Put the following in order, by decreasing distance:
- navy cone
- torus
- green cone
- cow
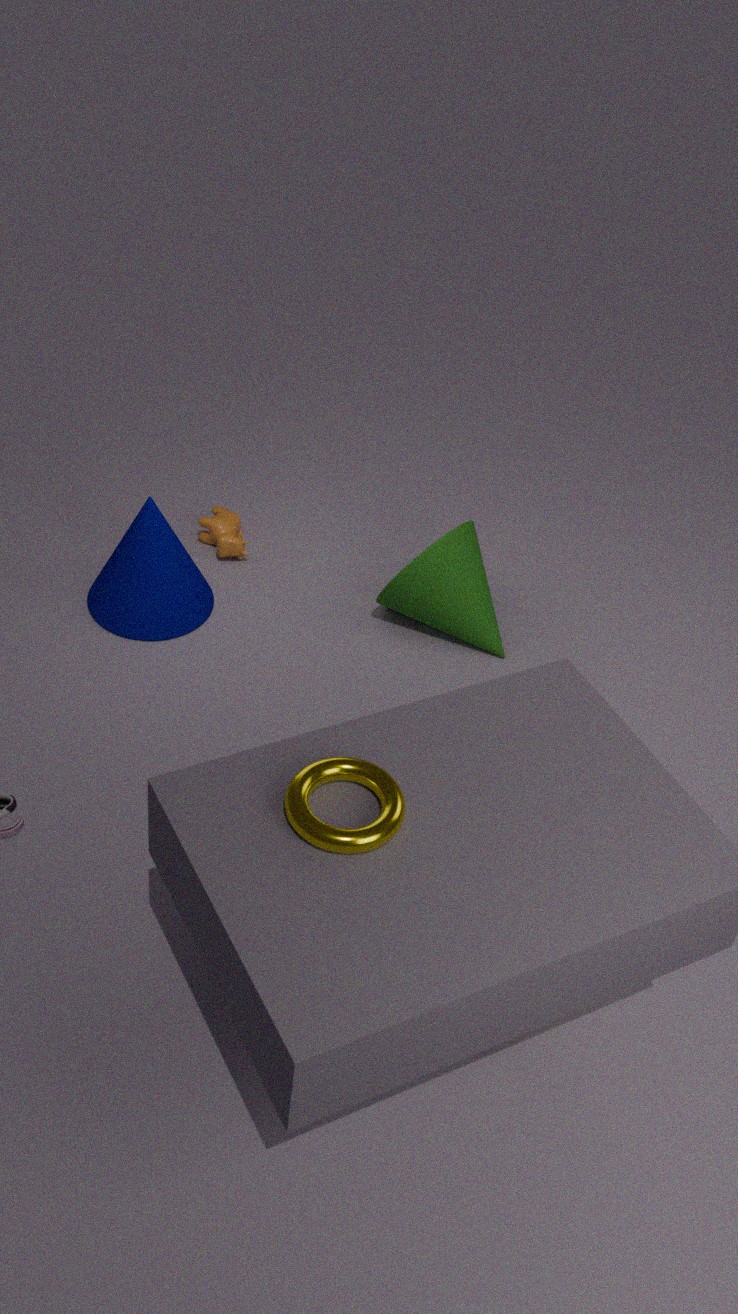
cow < green cone < navy cone < torus
